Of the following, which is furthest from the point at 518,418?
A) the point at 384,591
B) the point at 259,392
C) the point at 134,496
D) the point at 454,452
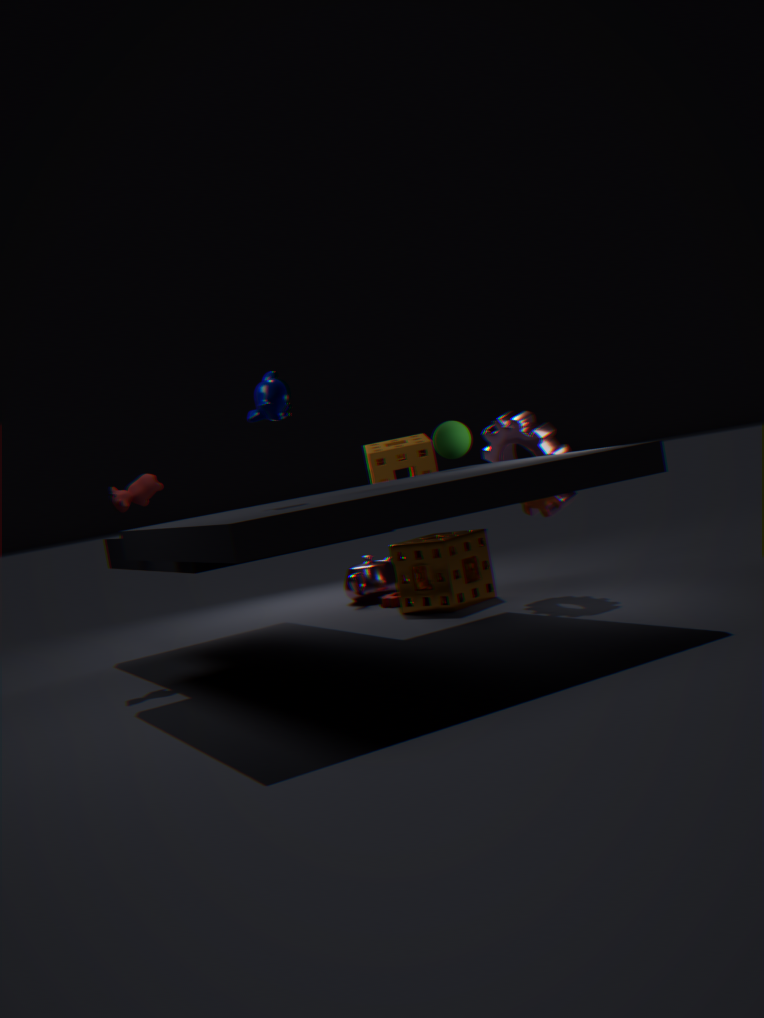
the point at 134,496
